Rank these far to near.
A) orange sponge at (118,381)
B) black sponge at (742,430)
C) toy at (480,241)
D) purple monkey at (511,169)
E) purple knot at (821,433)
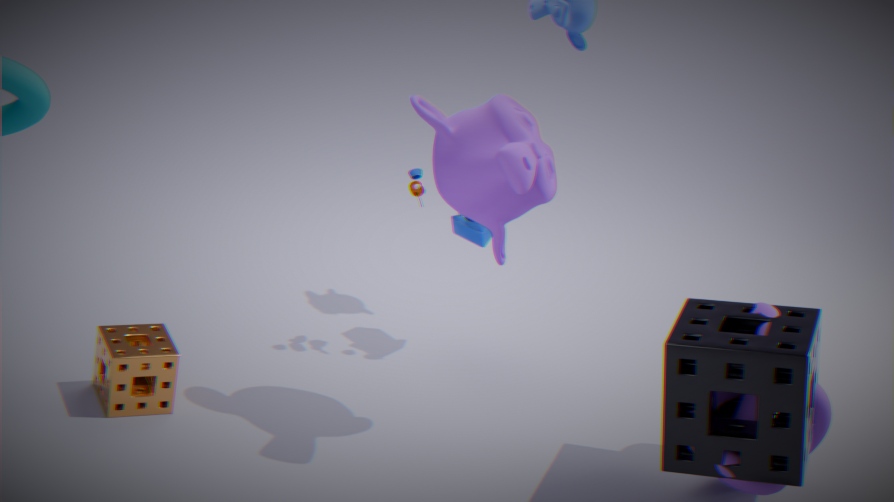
toy at (480,241) < orange sponge at (118,381) < purple knot at (821,433) < black sponge at (742,430) < purple monkey at (511,169)
